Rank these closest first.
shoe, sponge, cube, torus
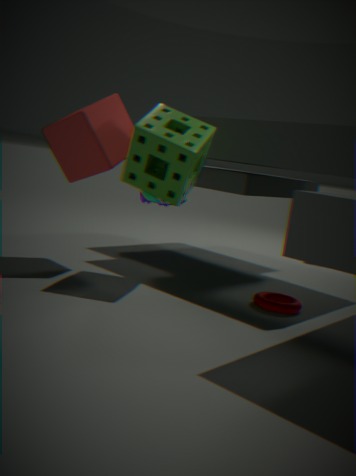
1. sponge
2. torus
3. cube
4. shoe
